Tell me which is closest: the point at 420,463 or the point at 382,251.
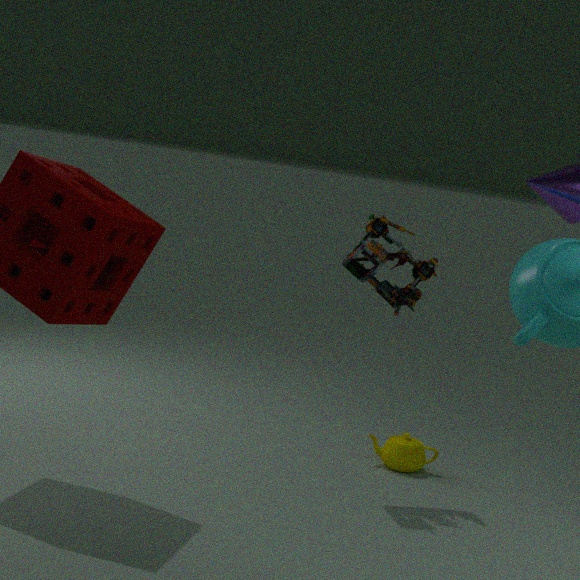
the point at 382,251
